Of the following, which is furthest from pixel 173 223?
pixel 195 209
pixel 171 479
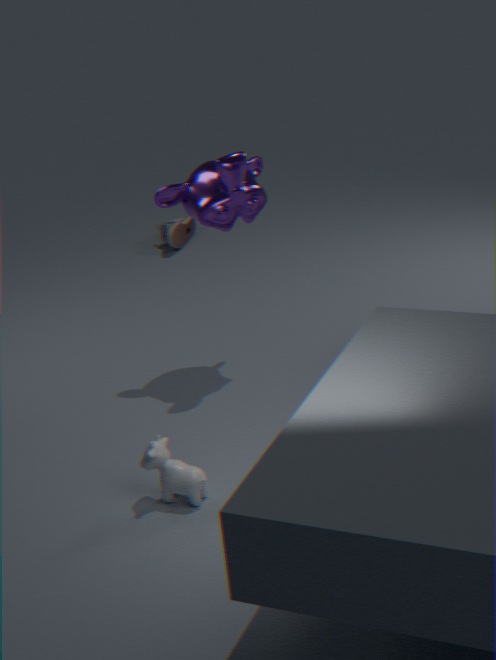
pixel 171 479
